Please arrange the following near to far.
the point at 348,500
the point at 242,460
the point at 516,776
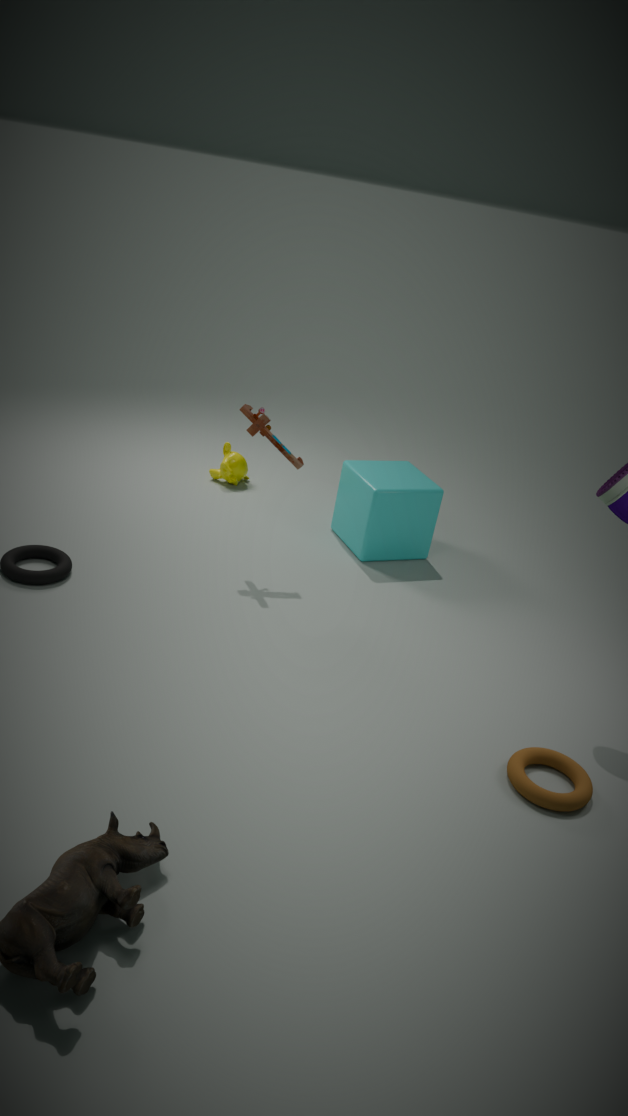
the point at 516,776
the point at 348,500
the point at 242,460
